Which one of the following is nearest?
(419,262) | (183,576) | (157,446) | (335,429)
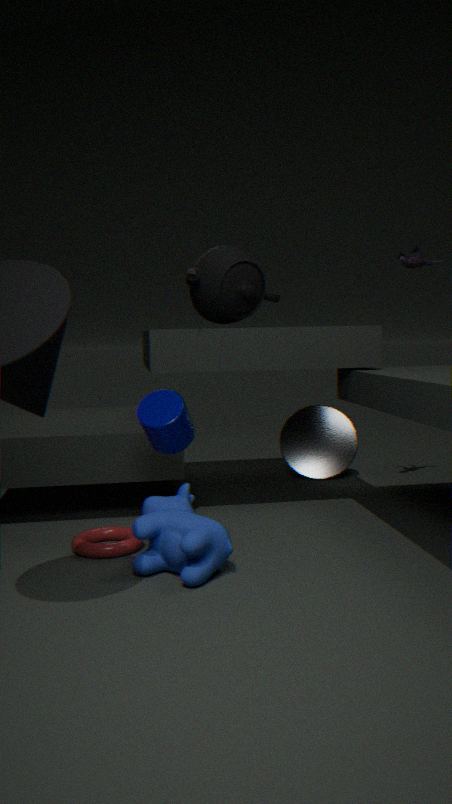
(183,576)
